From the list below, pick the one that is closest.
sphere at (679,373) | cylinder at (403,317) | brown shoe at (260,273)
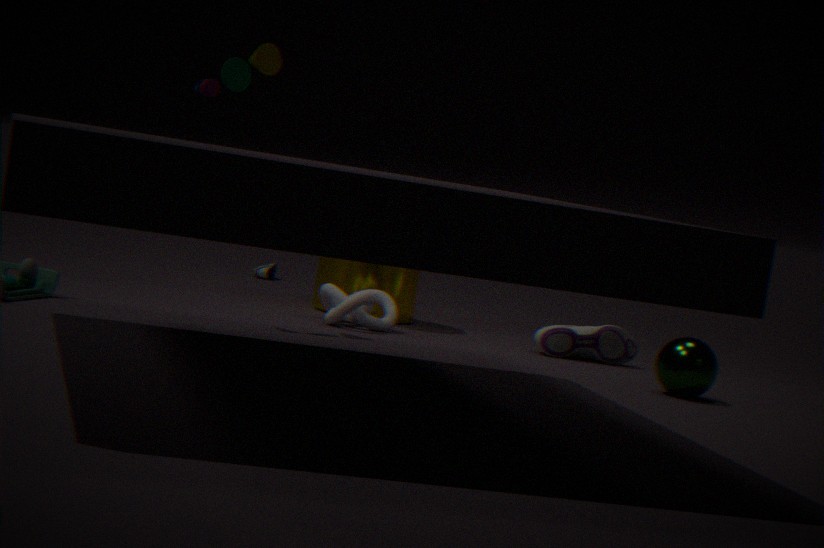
sphere at (679,373)
